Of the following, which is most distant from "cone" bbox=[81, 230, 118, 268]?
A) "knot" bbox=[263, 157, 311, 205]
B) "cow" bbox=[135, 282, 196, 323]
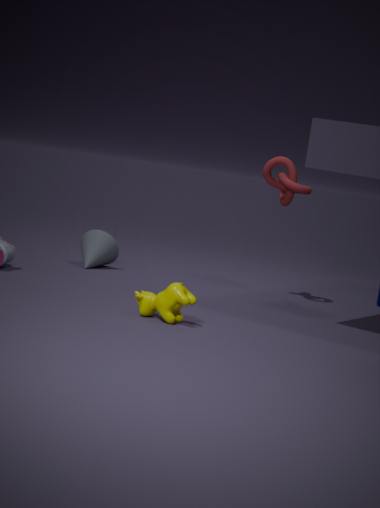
"cow" bbox=[135, 282, 196, 323]
